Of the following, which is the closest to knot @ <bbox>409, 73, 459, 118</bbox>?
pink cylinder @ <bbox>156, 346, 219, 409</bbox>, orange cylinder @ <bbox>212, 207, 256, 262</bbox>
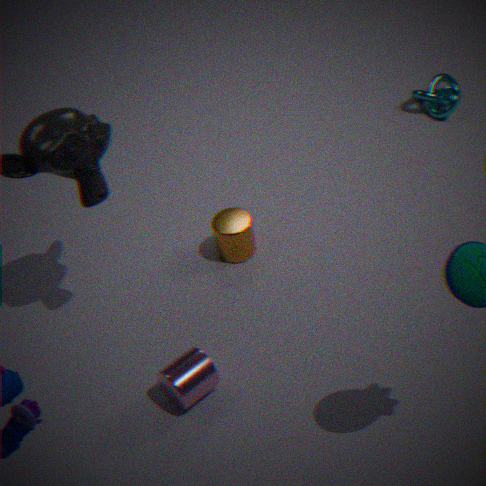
orange cylinder @ <bbox>212, 207, 256, 262</bbox>
